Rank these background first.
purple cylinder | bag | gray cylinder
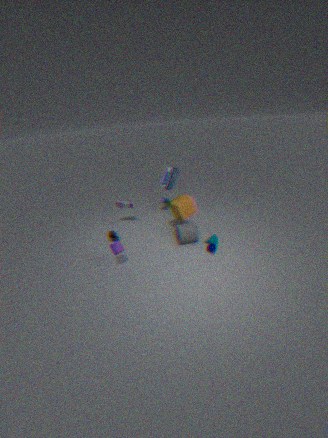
bag, gray cylinder, purple cylinder
